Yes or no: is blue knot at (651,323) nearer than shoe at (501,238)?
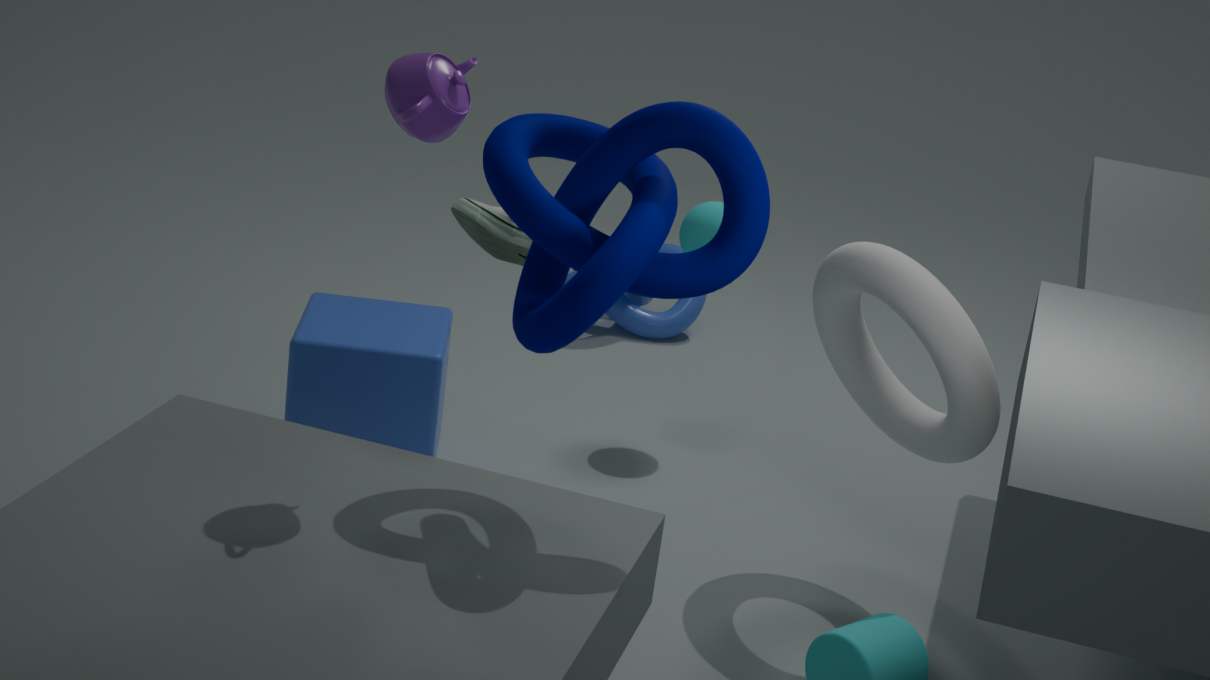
No
